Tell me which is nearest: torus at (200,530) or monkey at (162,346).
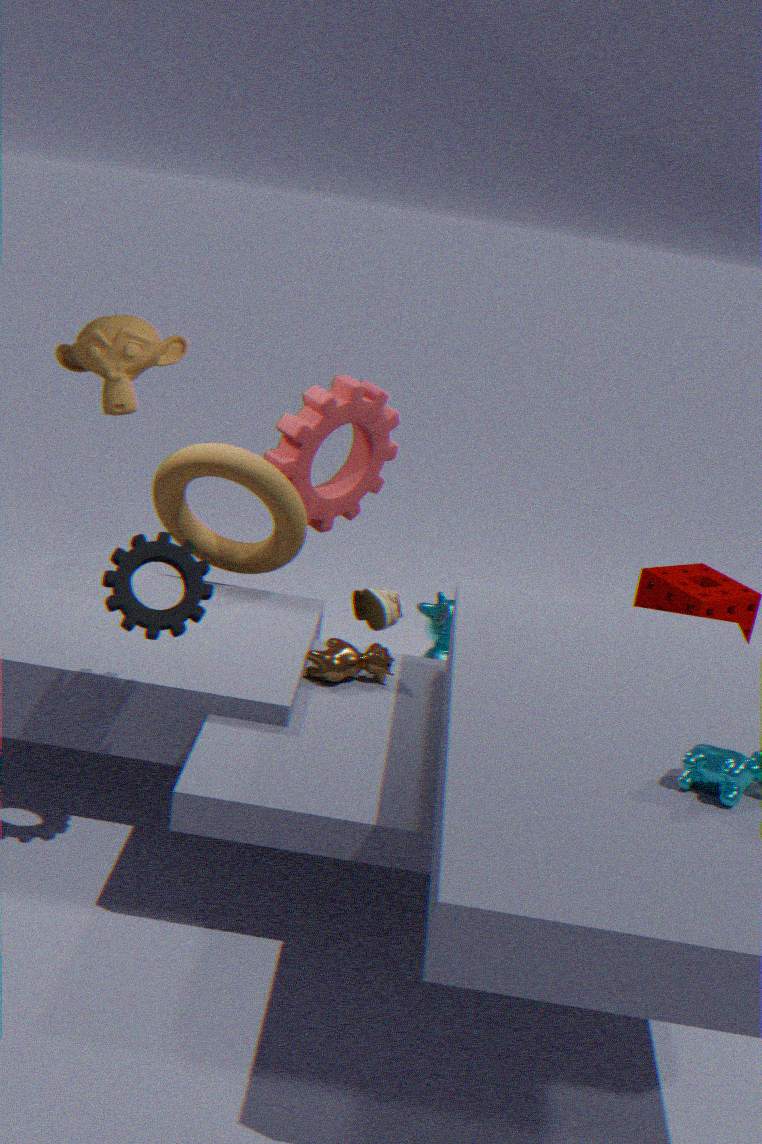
torus at (200,530)
